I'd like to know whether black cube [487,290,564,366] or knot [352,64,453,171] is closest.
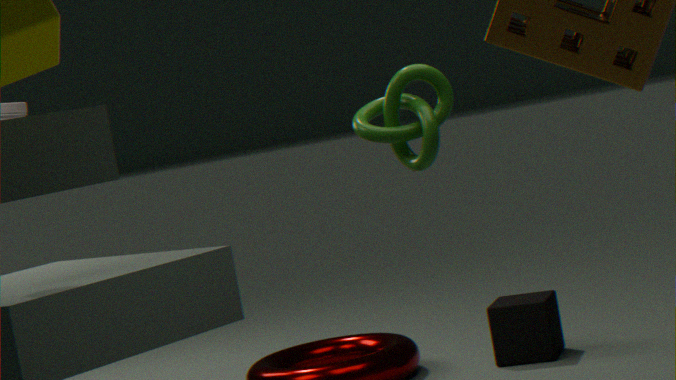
knot [352,64,453,171]
